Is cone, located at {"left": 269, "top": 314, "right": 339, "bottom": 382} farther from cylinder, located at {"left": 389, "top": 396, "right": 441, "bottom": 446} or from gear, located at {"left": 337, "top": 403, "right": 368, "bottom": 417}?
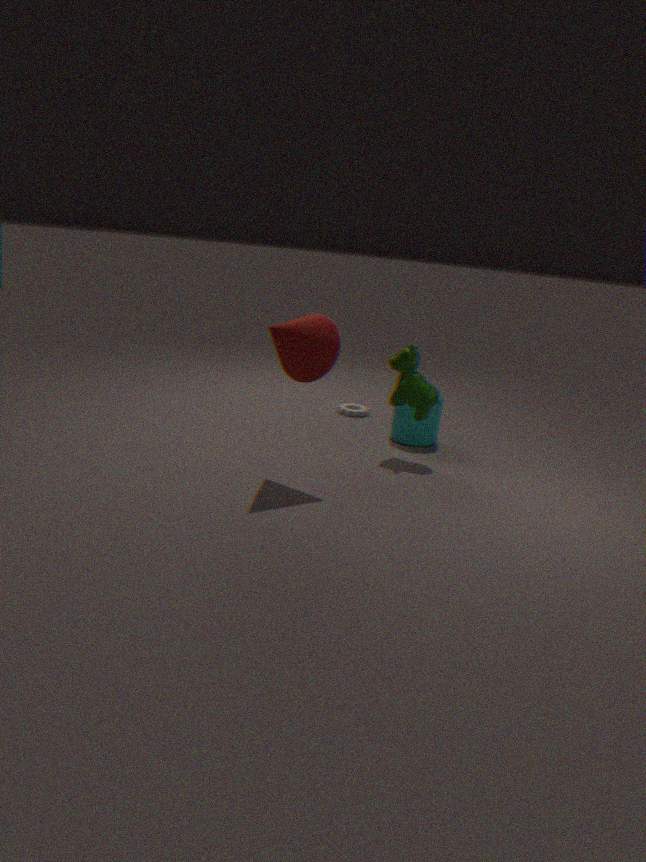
gear, located at {"left": 337, "top": 403, "right": 368, "bottom": 417}
